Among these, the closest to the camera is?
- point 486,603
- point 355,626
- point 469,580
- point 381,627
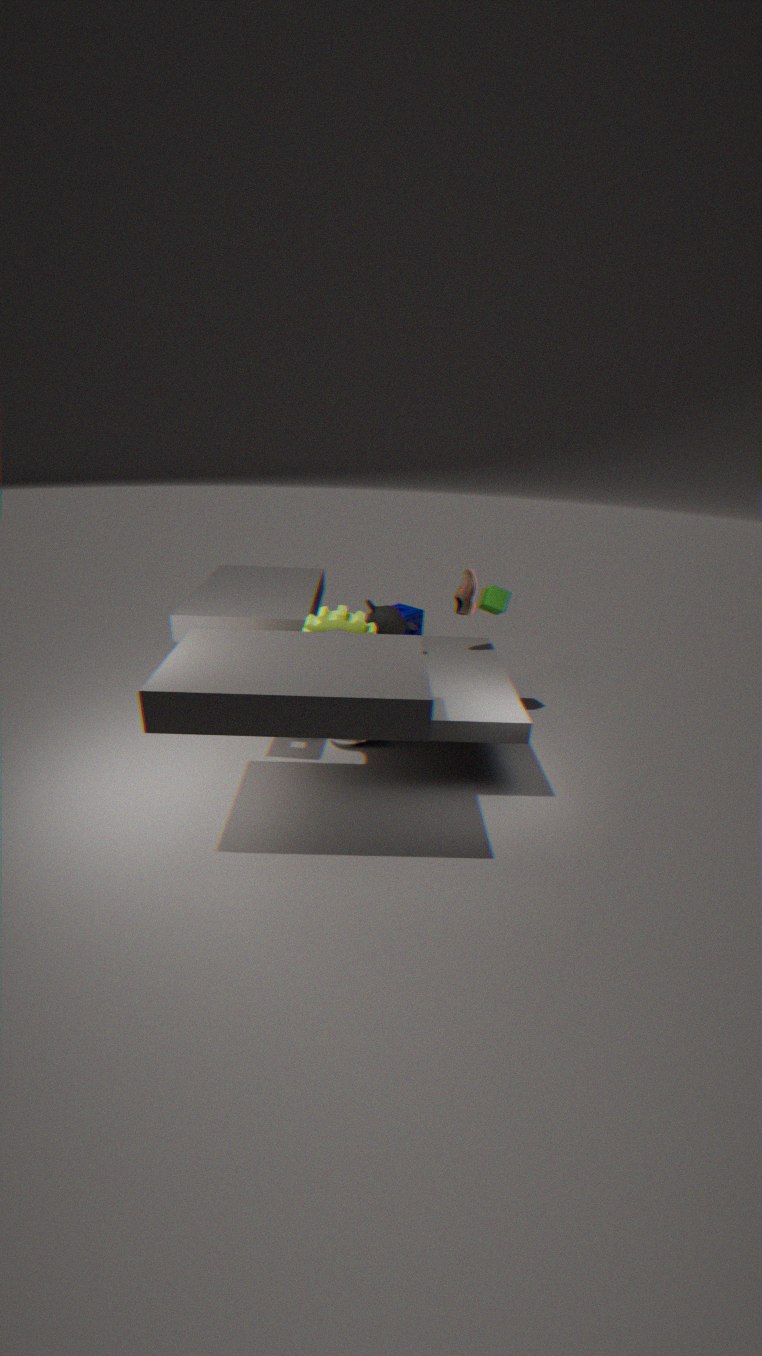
point 355,626
